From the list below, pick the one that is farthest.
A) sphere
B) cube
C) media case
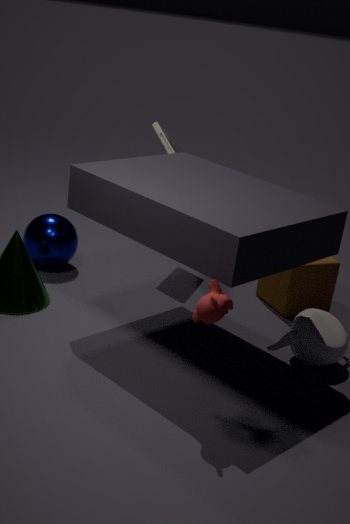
media case
